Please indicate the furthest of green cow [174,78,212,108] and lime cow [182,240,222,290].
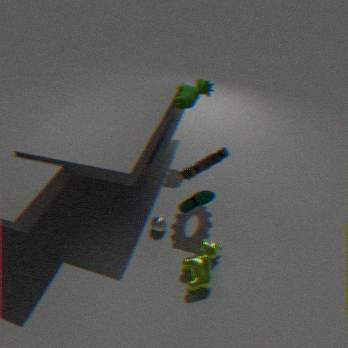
green cow [174,78,212,108]
